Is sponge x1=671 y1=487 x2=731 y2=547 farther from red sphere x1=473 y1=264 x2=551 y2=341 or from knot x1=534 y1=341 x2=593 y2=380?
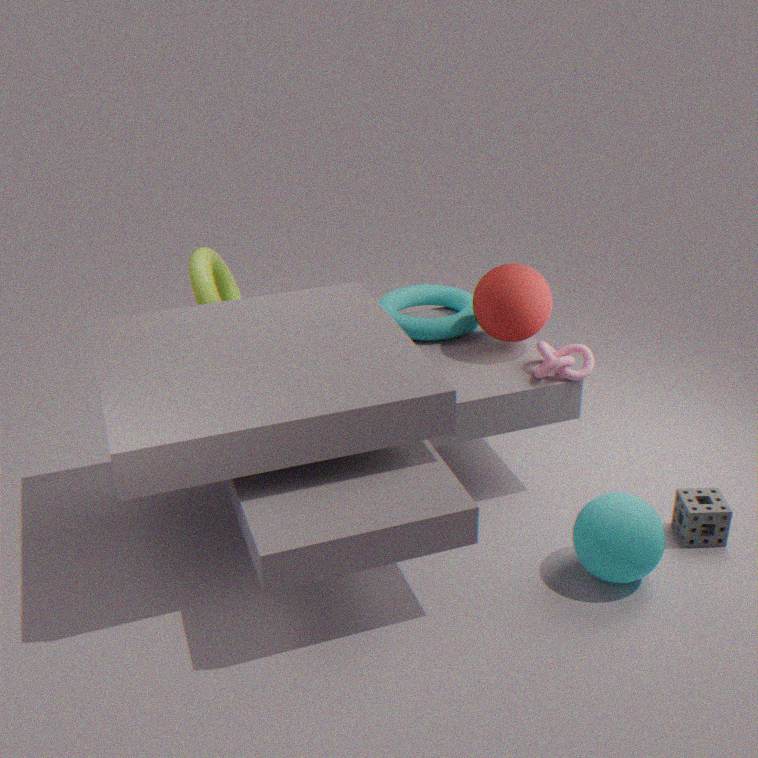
red sphere x1=473 y1=264 x2=551 y2=341
